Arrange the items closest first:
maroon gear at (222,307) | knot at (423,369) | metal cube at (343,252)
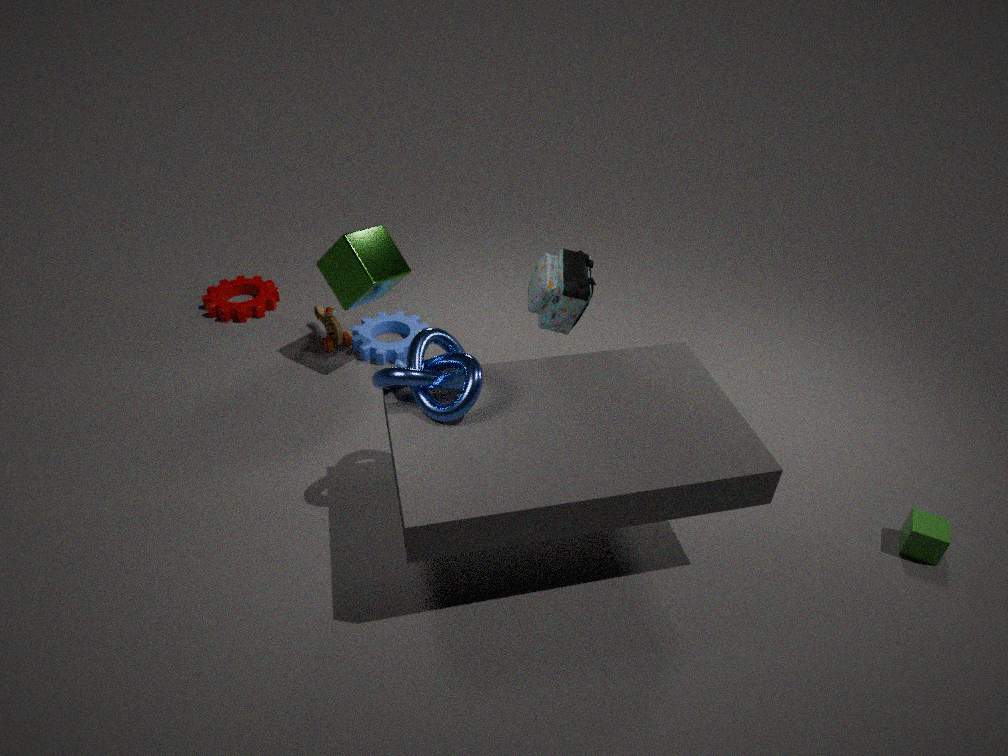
knot at (423,369)
metal cube at (343,252)
maroon gear at (222,307)
